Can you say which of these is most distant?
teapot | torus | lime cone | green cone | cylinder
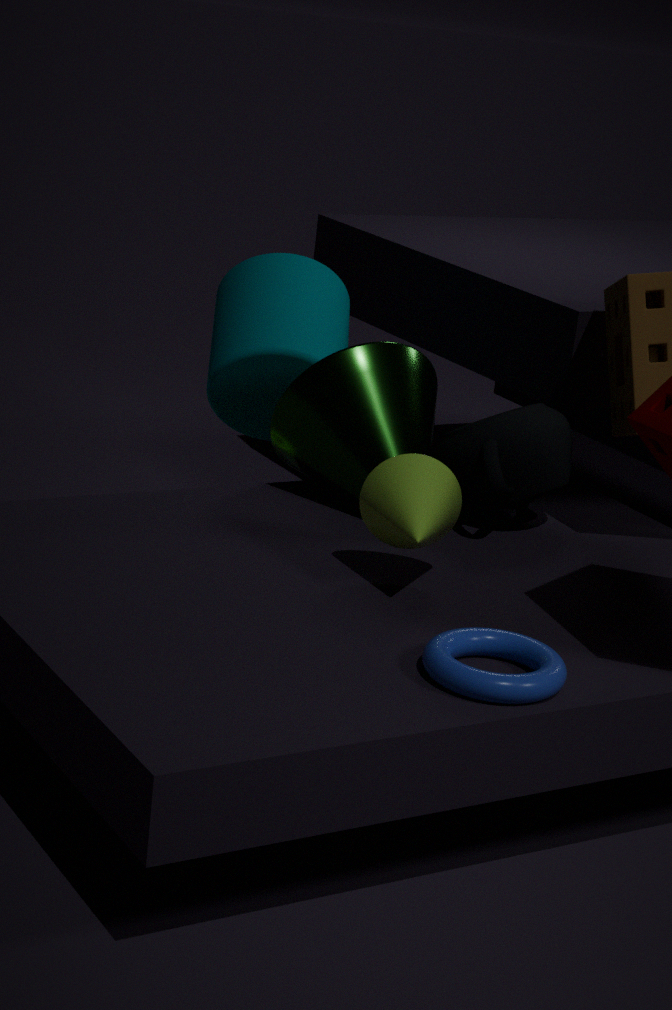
cylinder
